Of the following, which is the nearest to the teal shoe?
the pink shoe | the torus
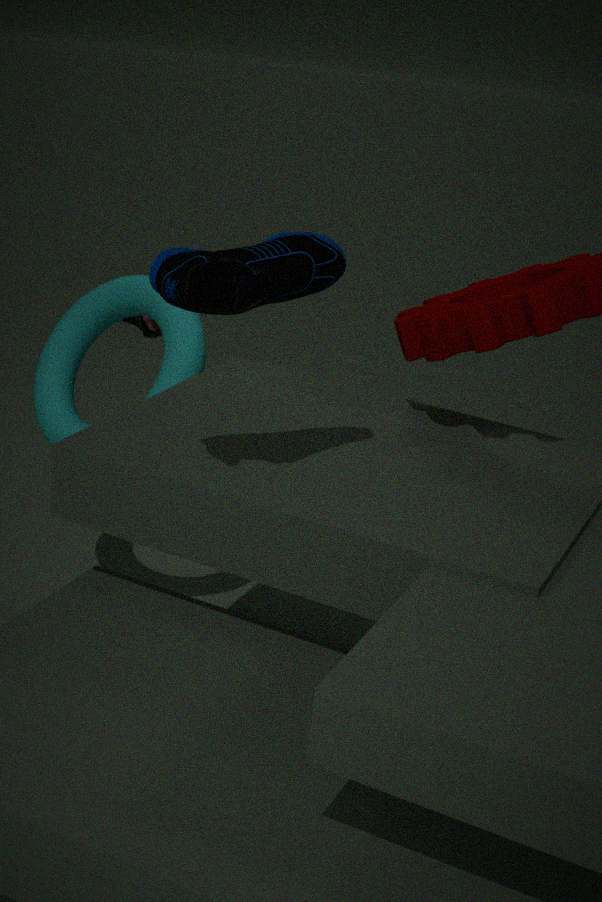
the torus
